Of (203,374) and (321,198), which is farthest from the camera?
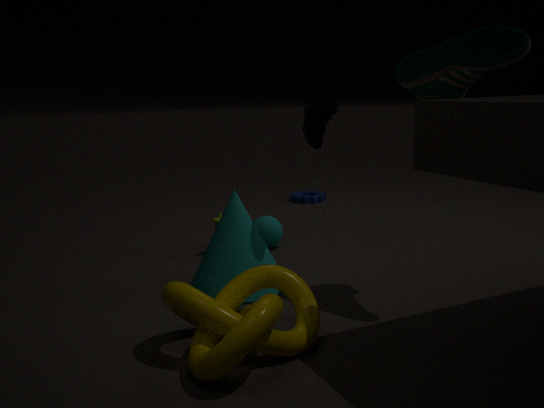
(321,198)
